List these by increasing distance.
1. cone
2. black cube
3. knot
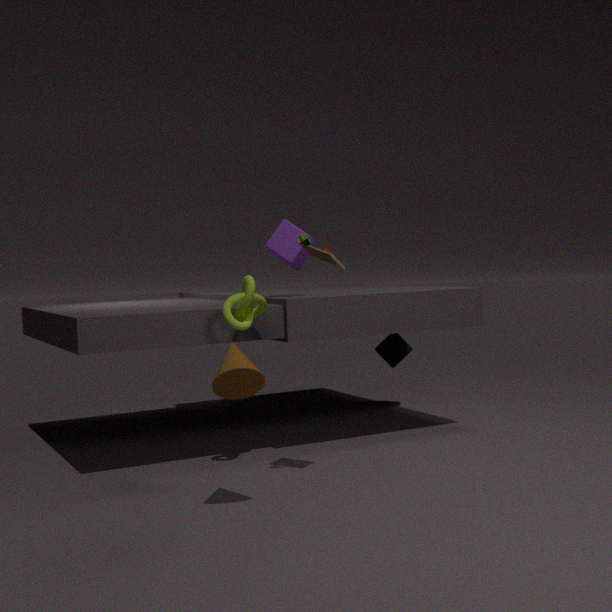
cone → knot → black cube
